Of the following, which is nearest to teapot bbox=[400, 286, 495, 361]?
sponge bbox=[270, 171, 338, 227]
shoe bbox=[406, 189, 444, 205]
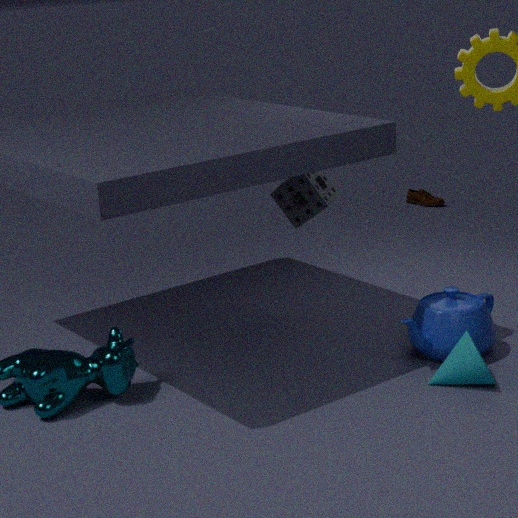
sponge bbox=[270, 171, 338, 227]
